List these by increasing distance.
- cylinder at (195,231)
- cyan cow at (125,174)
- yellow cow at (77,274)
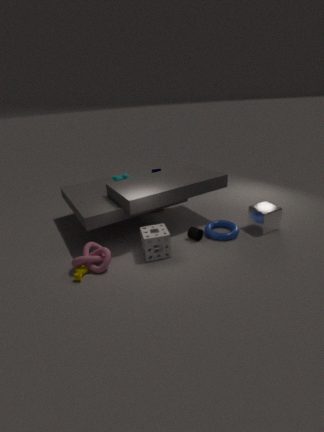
yellow cow at (77,274) → cylinder at (195,231) → cyan cow at (125,174)
